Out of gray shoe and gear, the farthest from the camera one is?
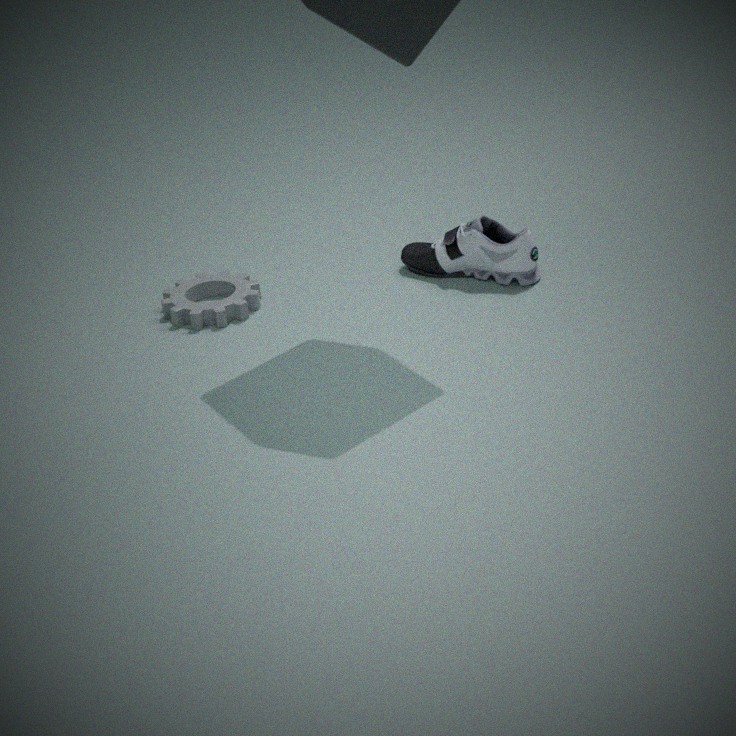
gray shoe
